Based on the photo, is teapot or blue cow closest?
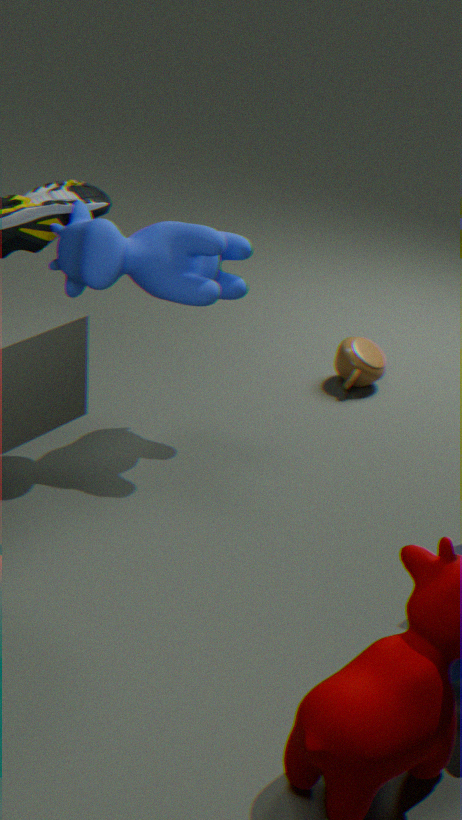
blue cow
